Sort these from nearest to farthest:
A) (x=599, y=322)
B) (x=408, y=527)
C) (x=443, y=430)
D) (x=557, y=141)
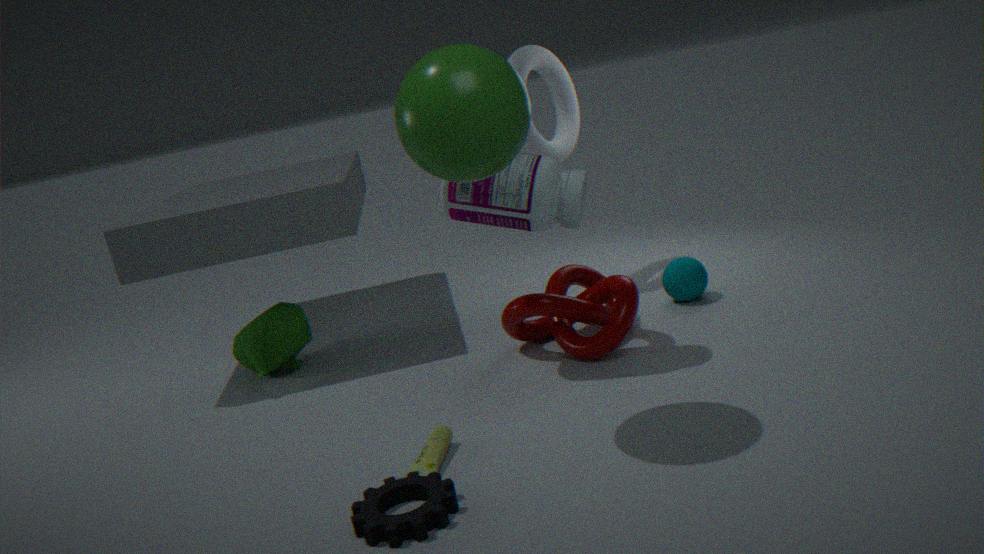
(x=408, y=527), (x=443, y=430), (x=599, y=322), (x=557, y=141)
